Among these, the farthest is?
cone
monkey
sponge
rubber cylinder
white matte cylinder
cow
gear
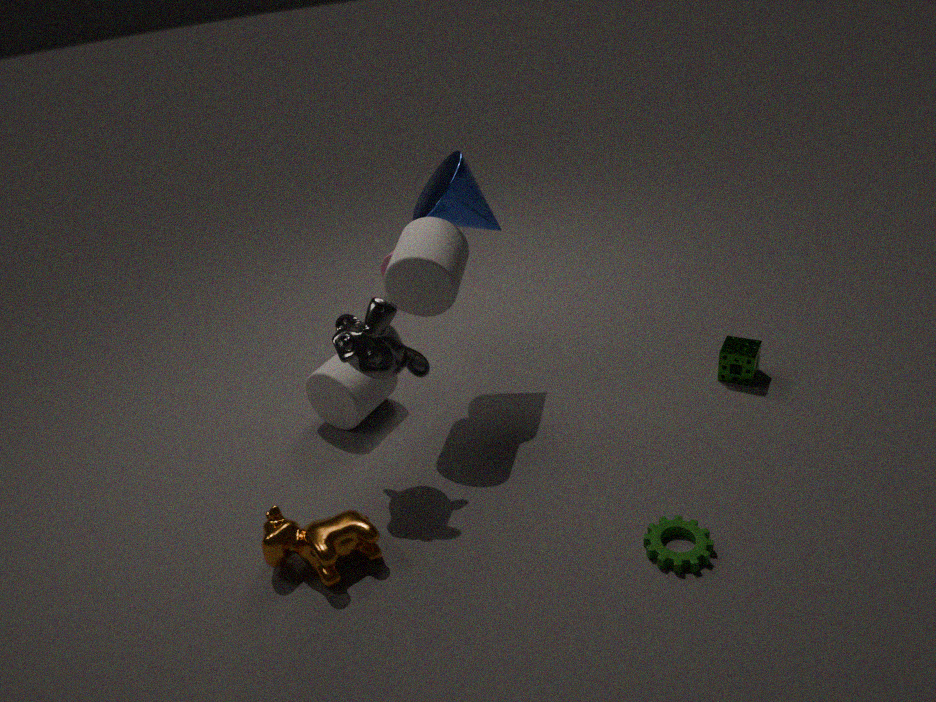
sponge
